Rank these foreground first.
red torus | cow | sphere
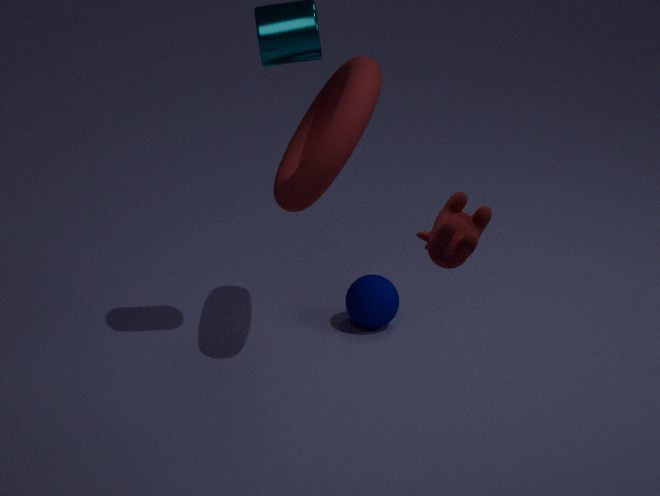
1. cow
2. red torus
3. sphere
